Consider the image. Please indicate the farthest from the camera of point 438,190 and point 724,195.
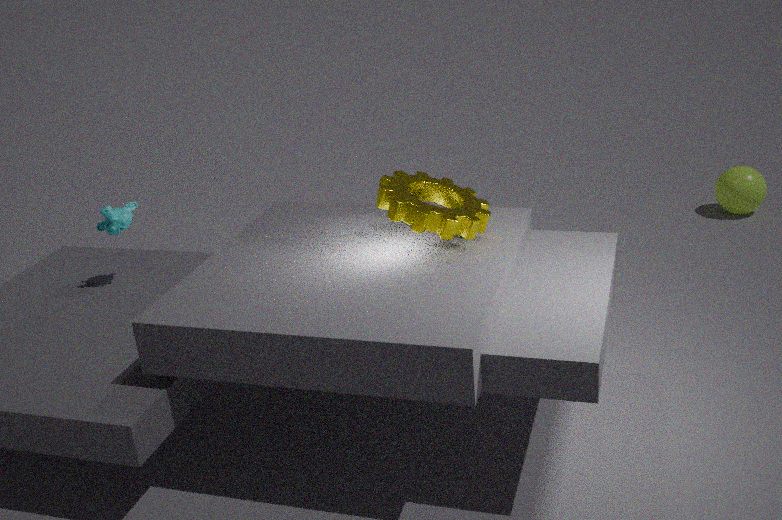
point 724,195
